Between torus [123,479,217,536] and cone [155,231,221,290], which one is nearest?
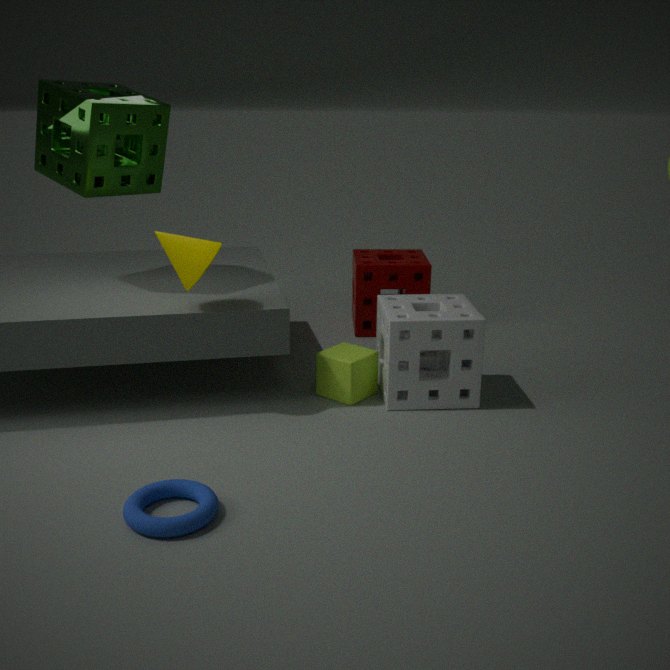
→ torus [123,479,217,536]
